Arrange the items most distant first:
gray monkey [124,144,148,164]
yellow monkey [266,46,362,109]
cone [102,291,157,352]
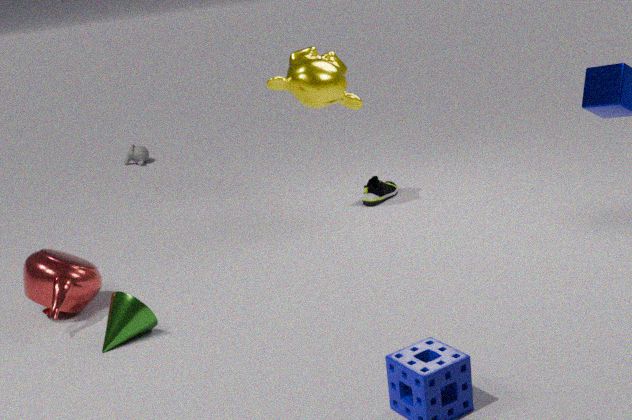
gray monkey [124,144,148,164], yellow monkey [266,46,362,109], cone [102,291,157,352]
